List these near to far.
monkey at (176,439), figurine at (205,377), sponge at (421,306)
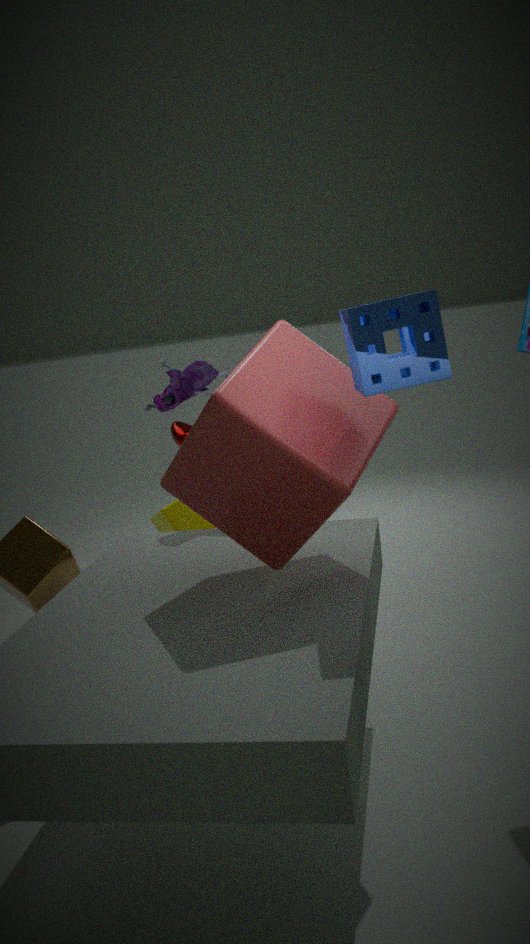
sponge at (421,306) → monkey at (176,439) → figurine at (205,377)
